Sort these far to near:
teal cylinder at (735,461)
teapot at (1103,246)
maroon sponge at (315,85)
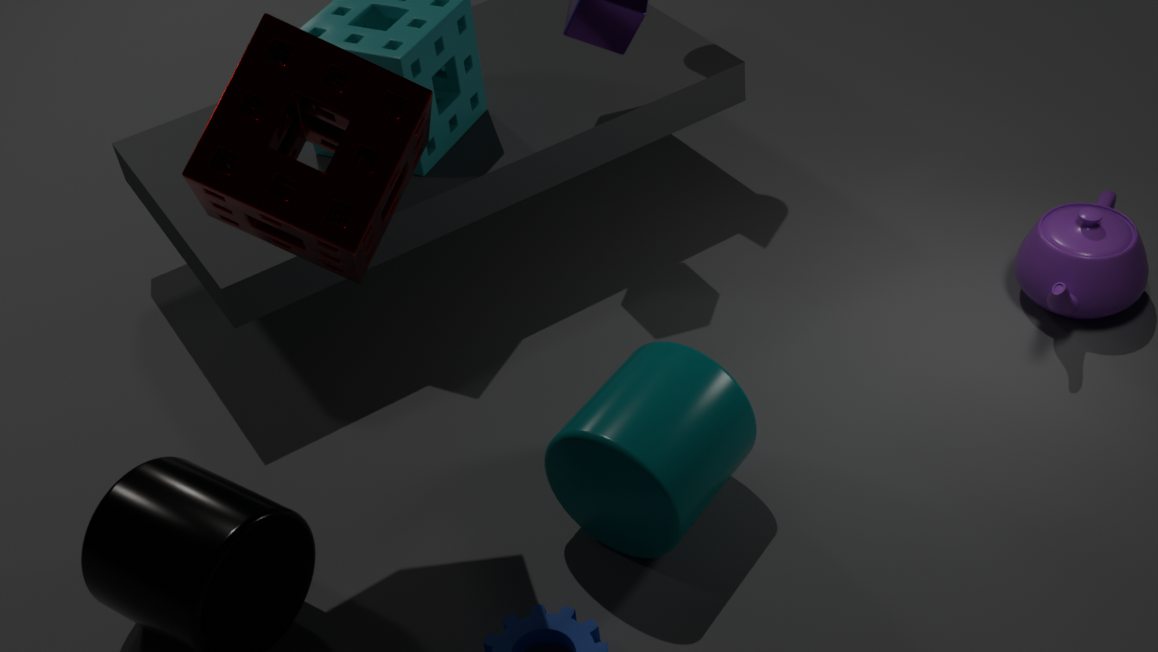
teapot at (1103,246) < teal cylinder at (735,461) < maroon sponge at (315,85)
